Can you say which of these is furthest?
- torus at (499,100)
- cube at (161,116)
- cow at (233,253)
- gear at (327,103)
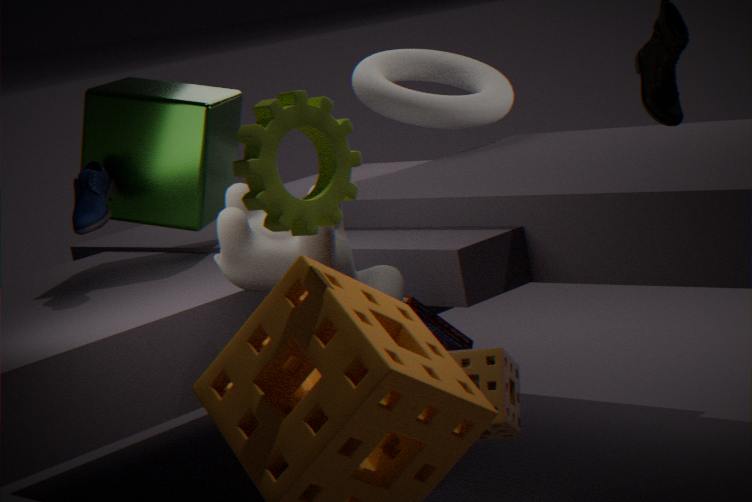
torus at (499,100)
